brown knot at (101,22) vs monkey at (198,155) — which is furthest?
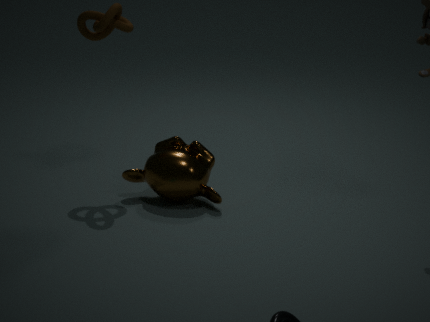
monkey at (198,155)
